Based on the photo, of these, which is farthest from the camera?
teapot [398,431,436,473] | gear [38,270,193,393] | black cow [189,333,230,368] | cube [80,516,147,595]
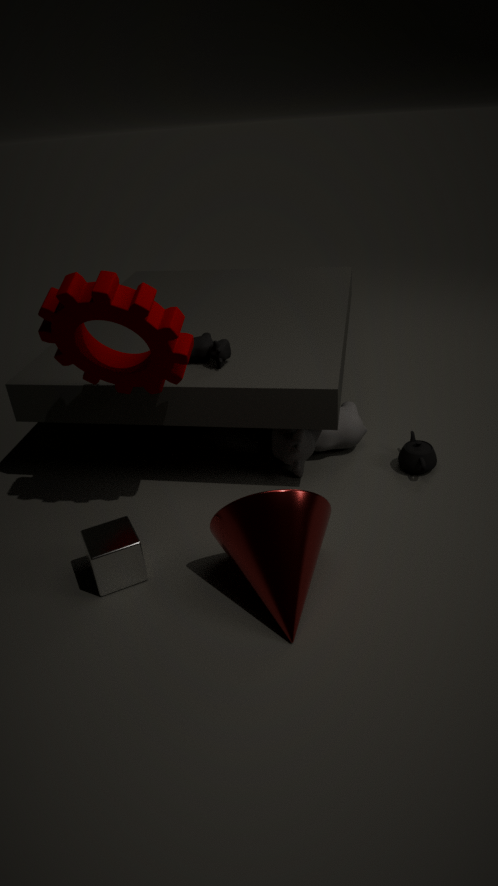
teapot [398,431,436,473]
